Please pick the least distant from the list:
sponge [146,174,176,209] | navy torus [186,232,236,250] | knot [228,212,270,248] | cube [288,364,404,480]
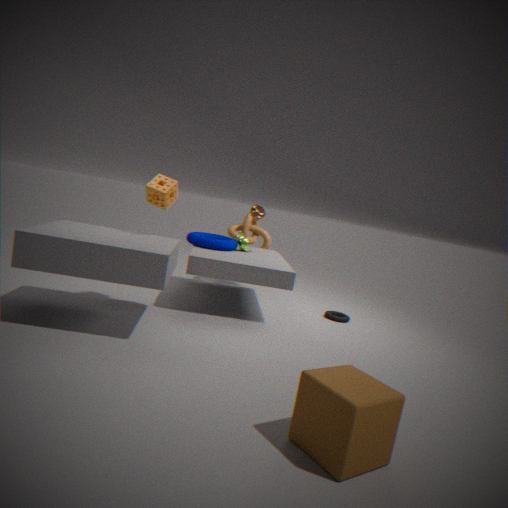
cube [288,364,404,480]
